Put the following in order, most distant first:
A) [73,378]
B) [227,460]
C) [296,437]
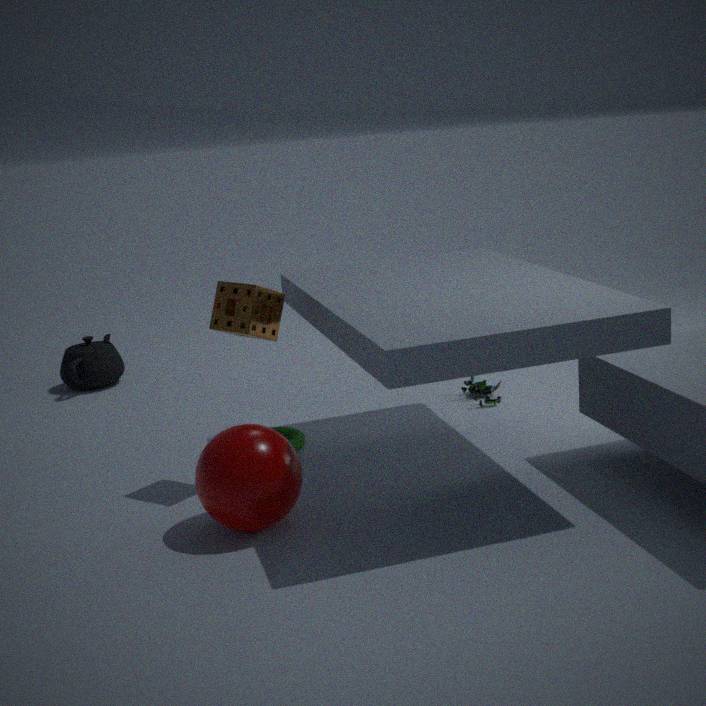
[73,378]
[296,437]
[227,460]
